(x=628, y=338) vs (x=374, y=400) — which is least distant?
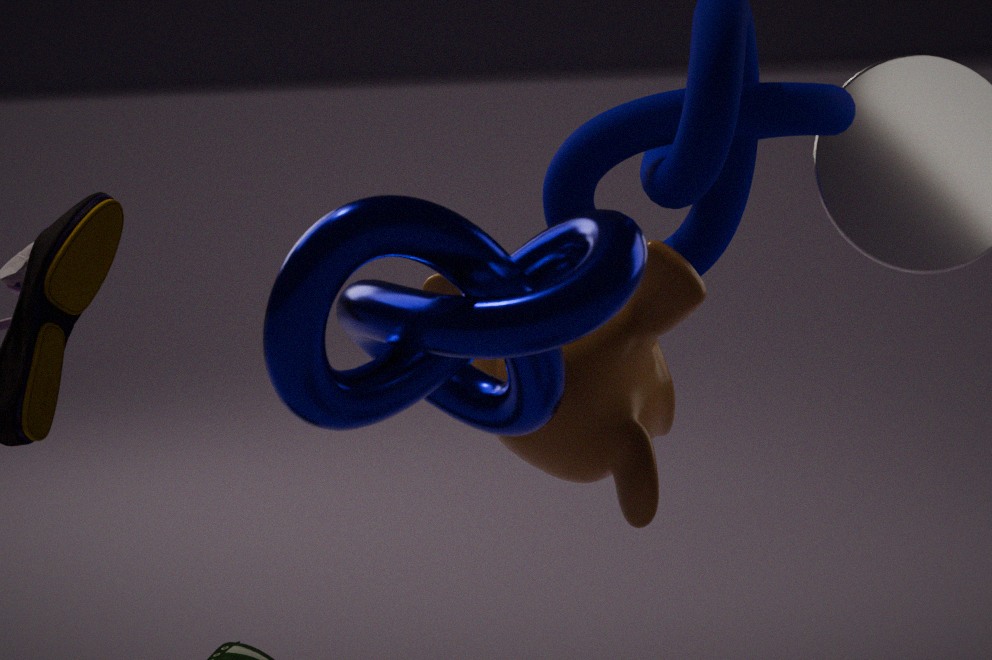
(x=374, y=400)
